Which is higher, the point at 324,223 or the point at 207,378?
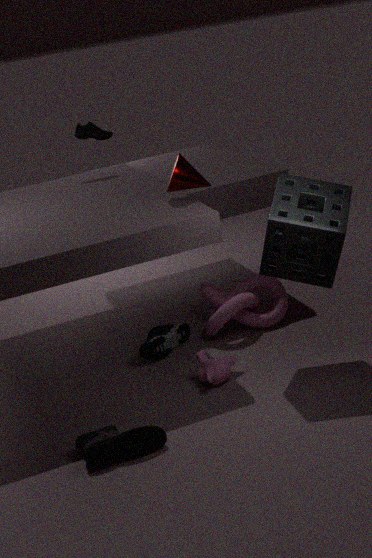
the point at 324,223
